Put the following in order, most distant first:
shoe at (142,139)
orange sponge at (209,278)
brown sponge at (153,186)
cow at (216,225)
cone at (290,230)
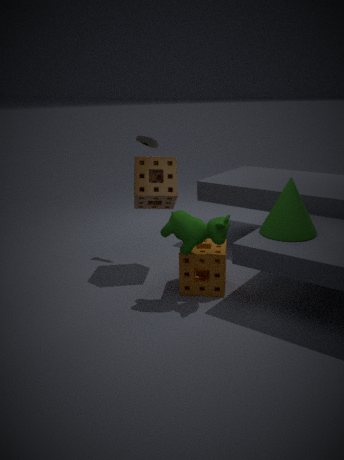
1. shoe at (142,139)
2. brown sponge at (153,186)
3. orange sponge at (209,278)
4. cow at (216,225)
5. cone at (290,230)
